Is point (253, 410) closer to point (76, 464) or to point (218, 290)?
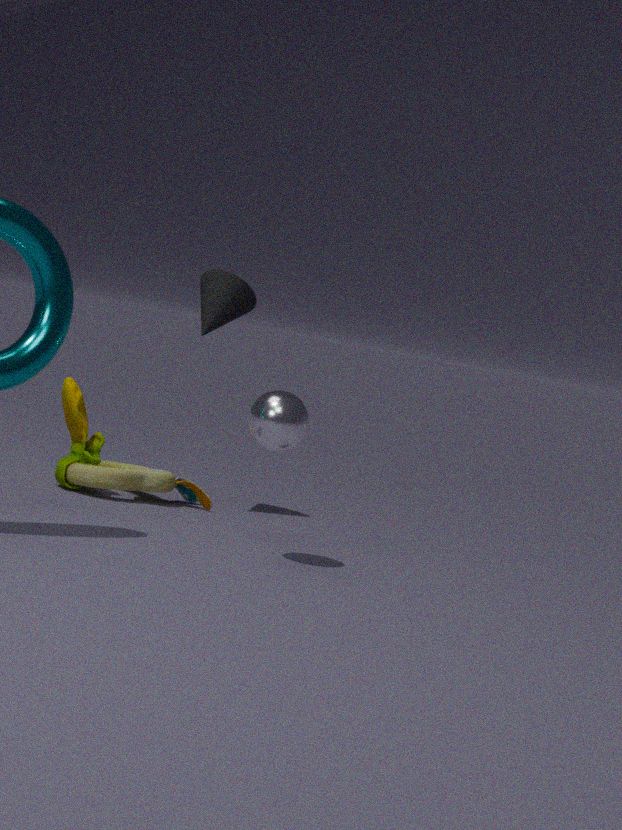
point (218, 290)
